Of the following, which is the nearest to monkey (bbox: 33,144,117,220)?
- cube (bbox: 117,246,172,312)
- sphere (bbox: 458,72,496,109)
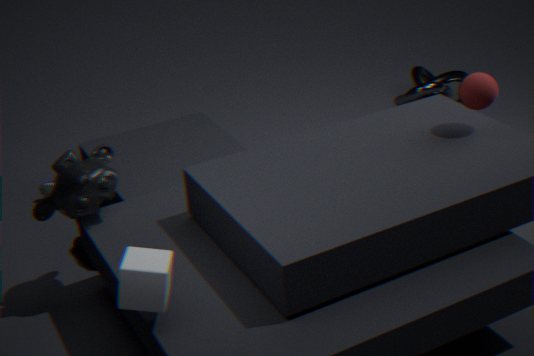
cube (bbox: 117,246,172,312)
